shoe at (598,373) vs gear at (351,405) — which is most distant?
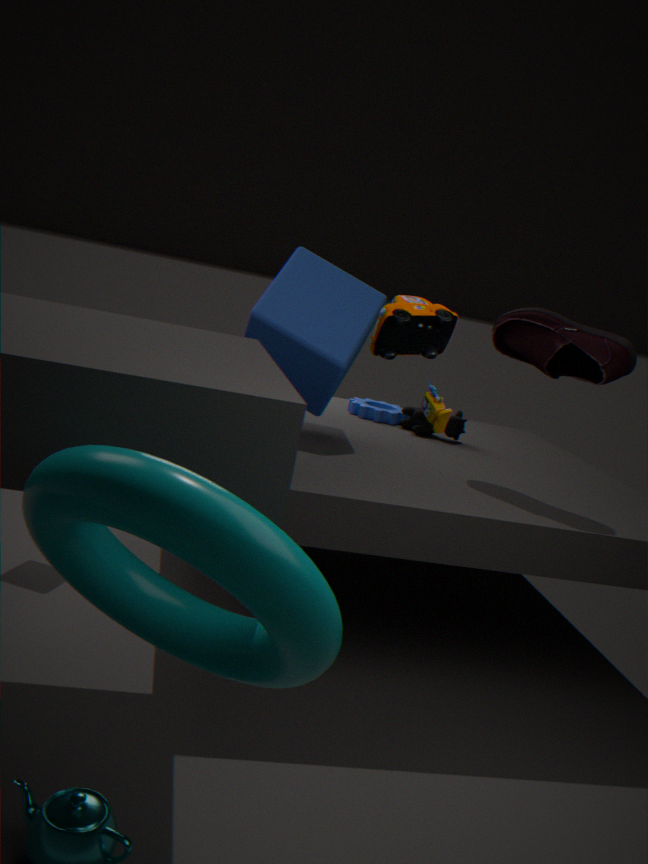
gear at (351,405)
